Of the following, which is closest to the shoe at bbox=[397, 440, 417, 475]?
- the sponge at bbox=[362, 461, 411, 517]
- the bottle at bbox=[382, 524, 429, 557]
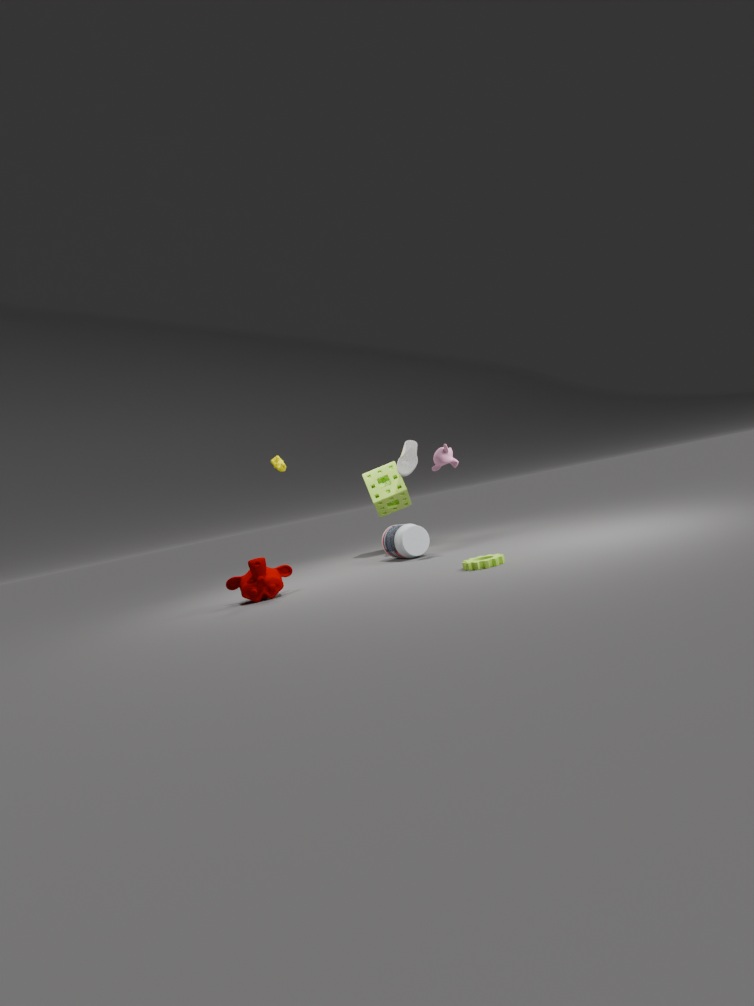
the sponge at bbox=[362, 461, 411, 517]
